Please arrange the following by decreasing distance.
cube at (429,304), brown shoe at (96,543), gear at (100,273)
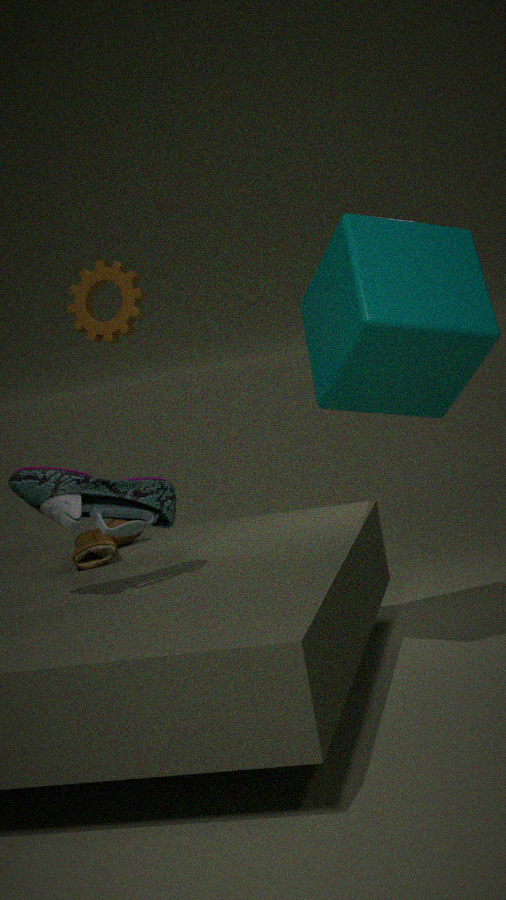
gear at (100,273) < brown shoe at (96,543) < cube at (429,304)
